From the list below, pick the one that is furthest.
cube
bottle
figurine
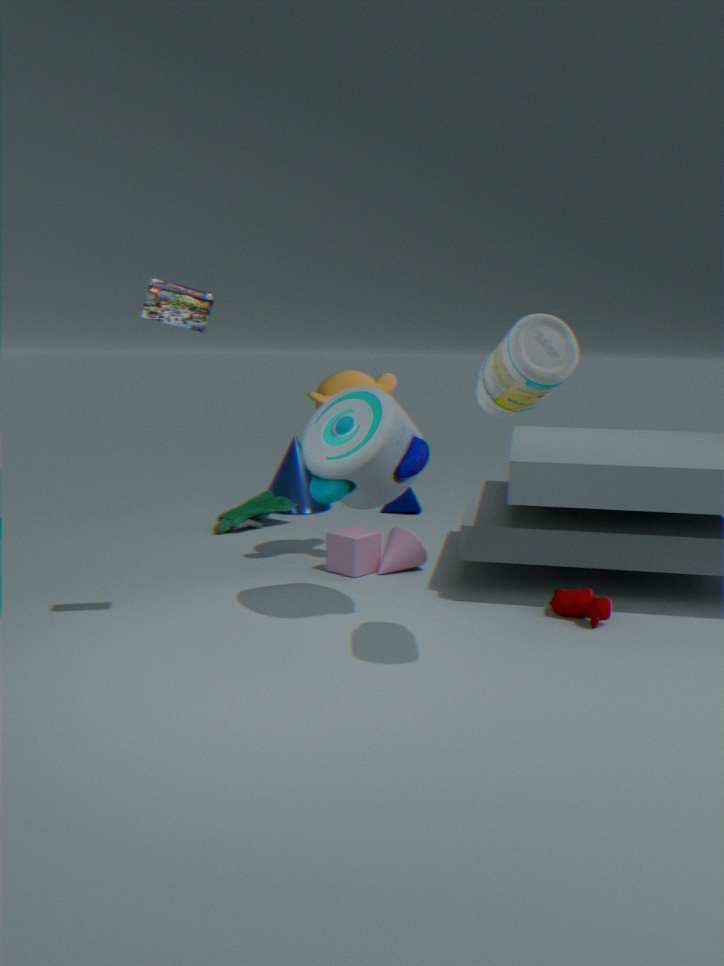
figurine
